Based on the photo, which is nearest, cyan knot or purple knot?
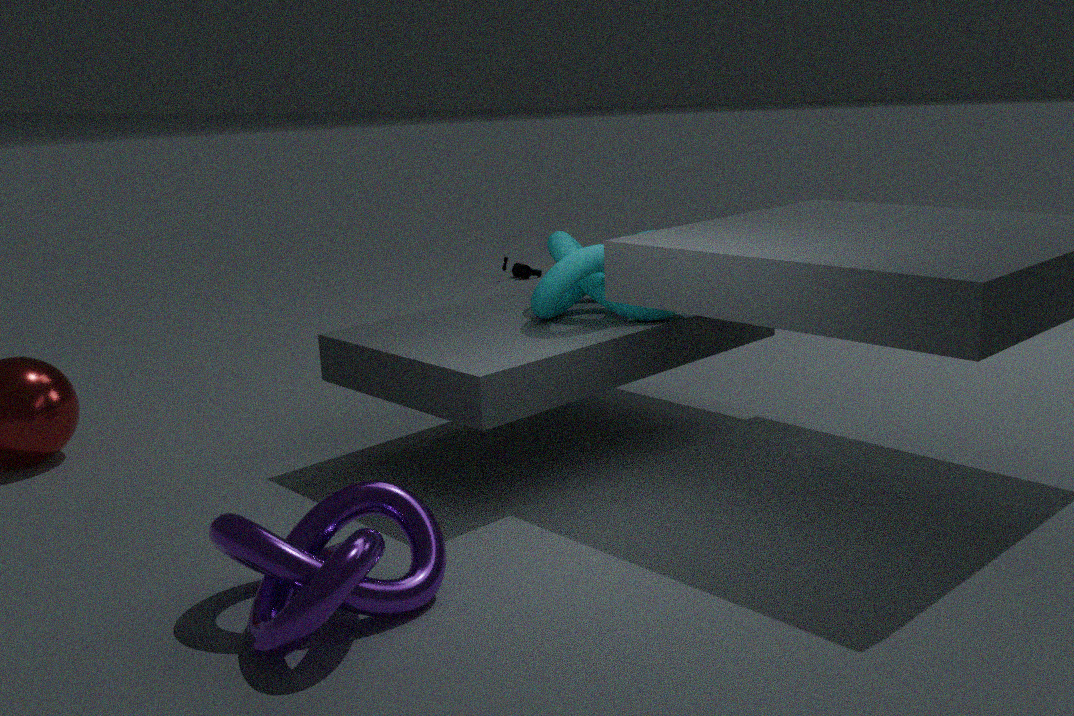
purple knot
